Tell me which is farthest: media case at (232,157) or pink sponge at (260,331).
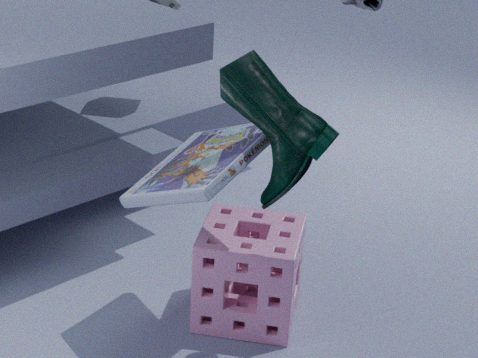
pink sponge at (260,331)
